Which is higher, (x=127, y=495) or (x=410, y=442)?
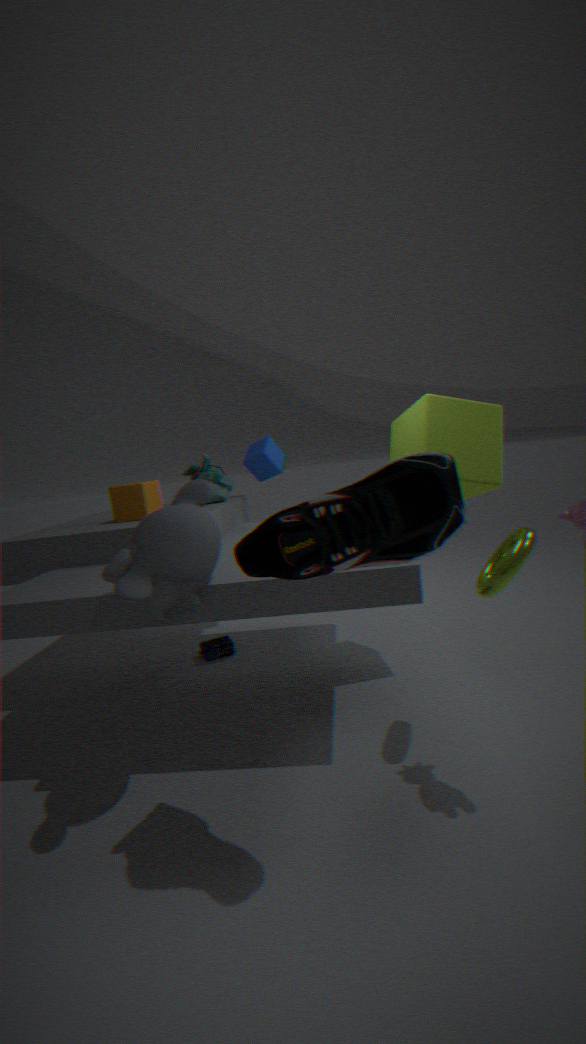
(x=410, y=442)
